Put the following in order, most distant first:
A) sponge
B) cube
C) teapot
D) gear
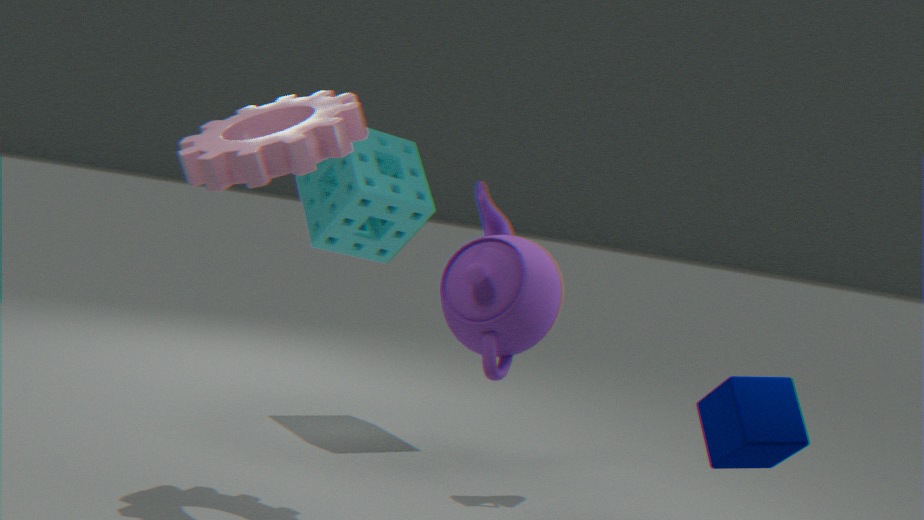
sponge
gear
teapot
cube
